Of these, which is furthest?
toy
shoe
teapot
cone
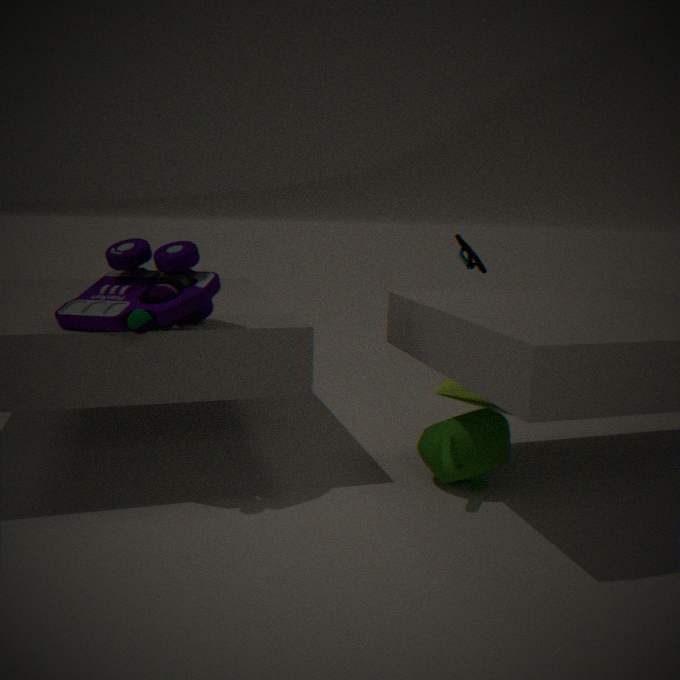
cone
